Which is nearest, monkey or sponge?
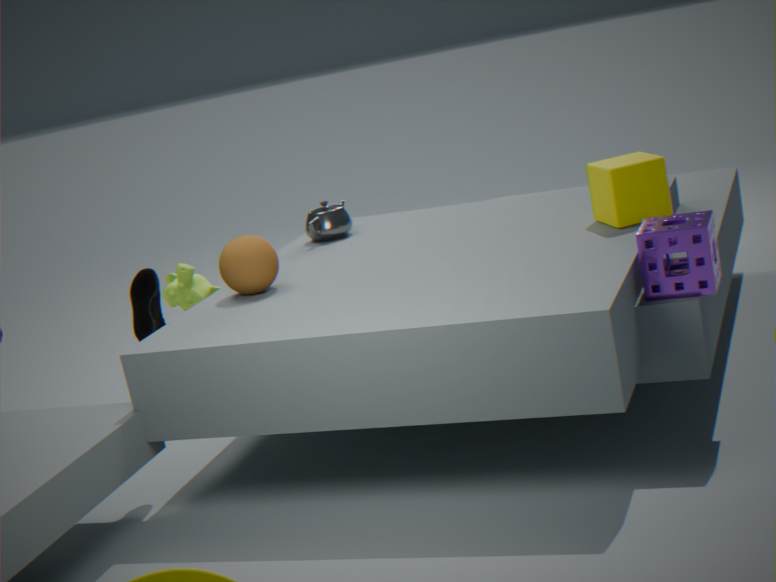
sponge
